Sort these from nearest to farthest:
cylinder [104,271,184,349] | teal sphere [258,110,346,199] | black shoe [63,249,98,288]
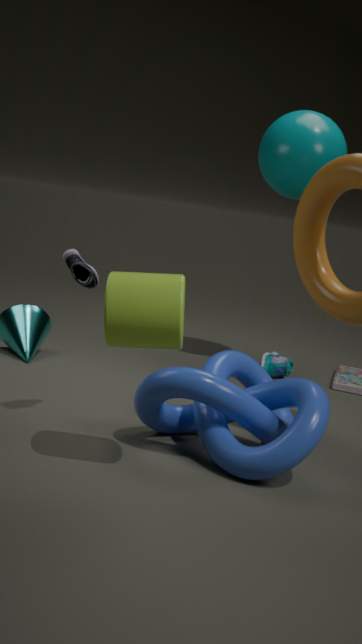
cylinder [104,271,184,349] < black shoe [63,249,98,288] < teal sphere [258,110,346,199]
